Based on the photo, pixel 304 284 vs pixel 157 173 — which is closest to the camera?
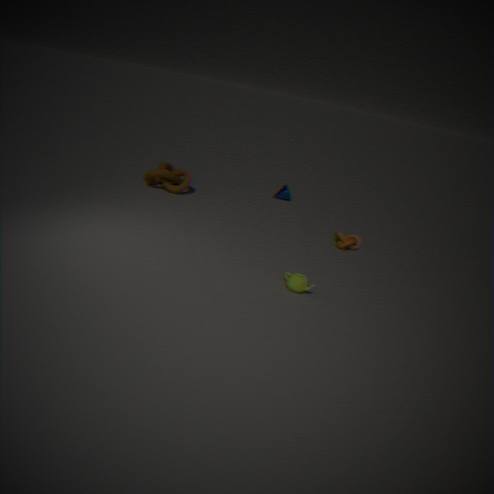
pixel 304 284
